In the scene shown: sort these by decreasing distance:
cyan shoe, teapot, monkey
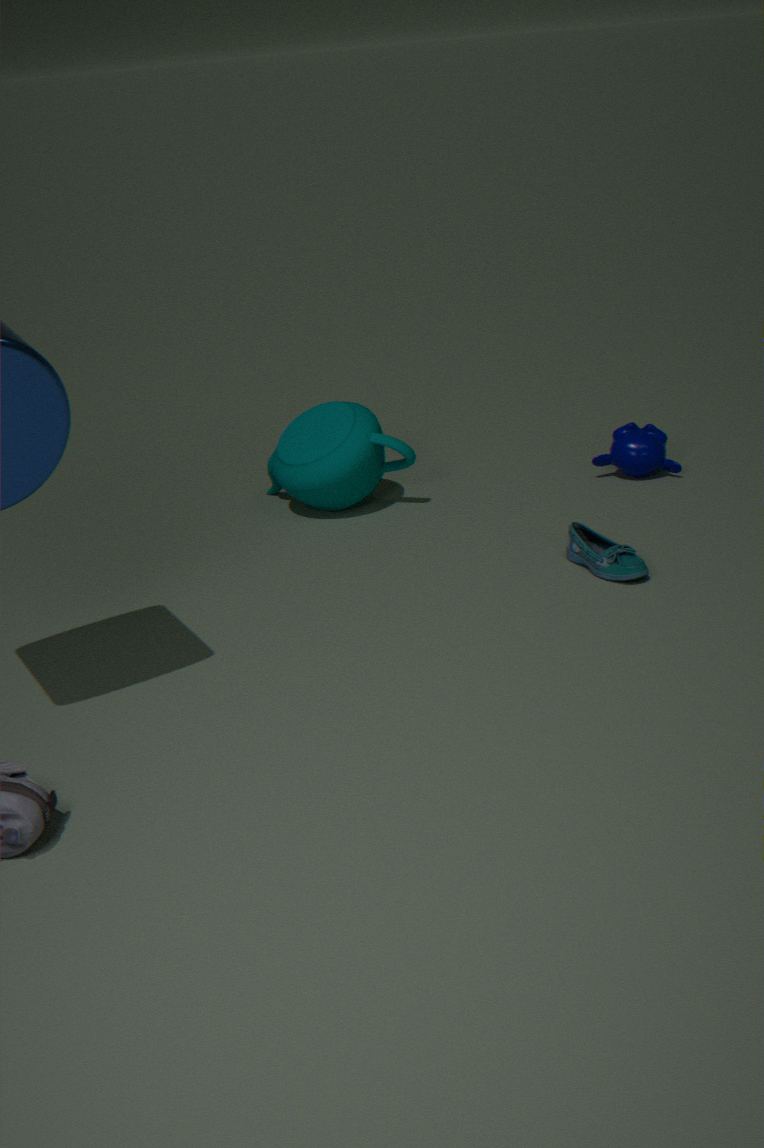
1. monkey
2. teapot
3. cyan shoe
